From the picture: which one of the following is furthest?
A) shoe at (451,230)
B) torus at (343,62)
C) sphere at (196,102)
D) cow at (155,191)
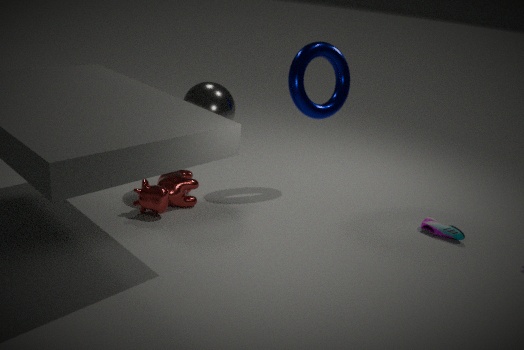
shoe at (451,230)
